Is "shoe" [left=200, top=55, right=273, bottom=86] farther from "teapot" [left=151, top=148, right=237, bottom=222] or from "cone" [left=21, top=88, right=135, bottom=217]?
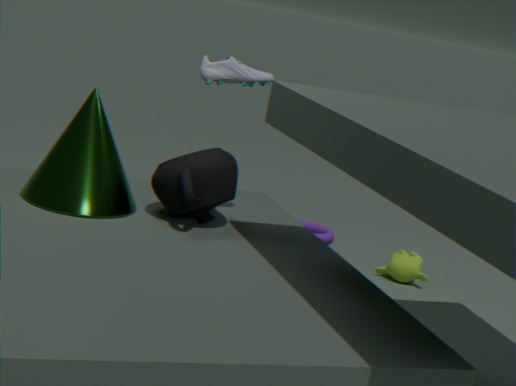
"cone" [left=21, top=88, right=135, bottom=217]
